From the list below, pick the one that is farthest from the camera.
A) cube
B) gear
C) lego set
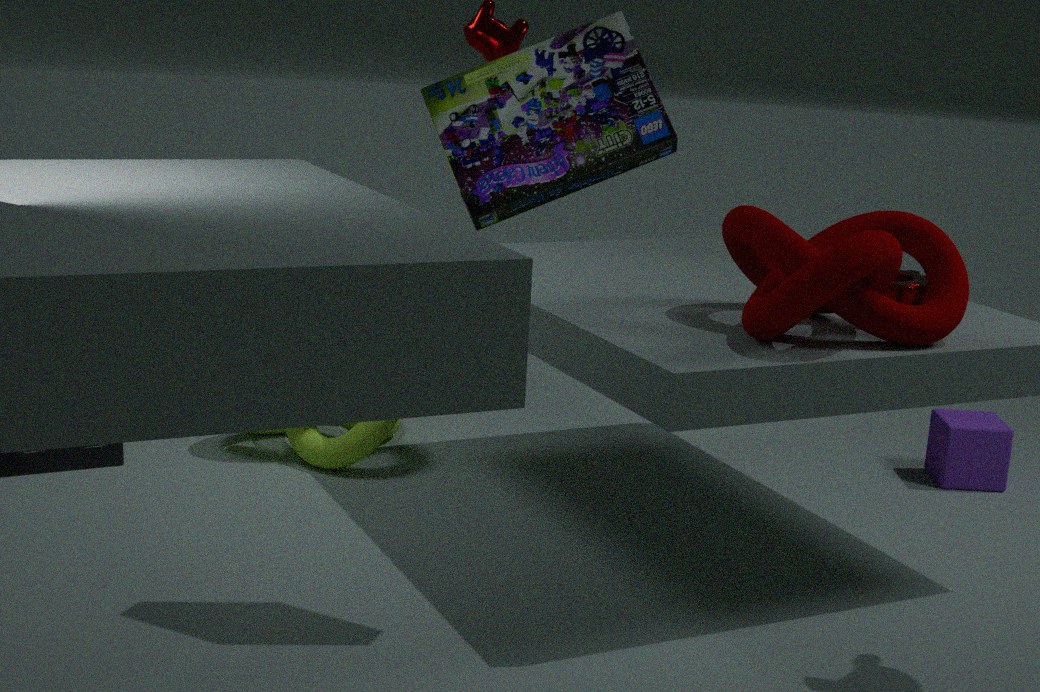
cube
